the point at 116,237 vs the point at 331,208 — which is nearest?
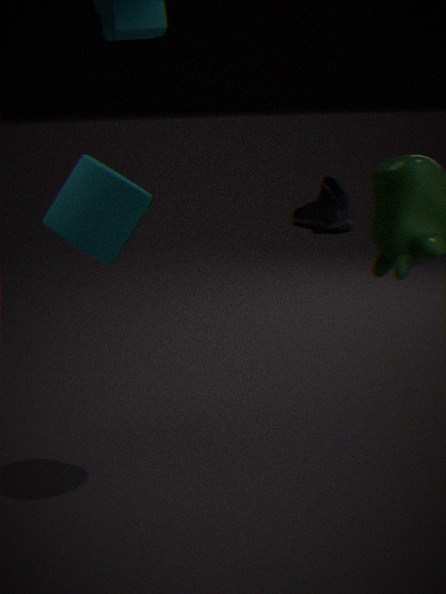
the point at 116,237
